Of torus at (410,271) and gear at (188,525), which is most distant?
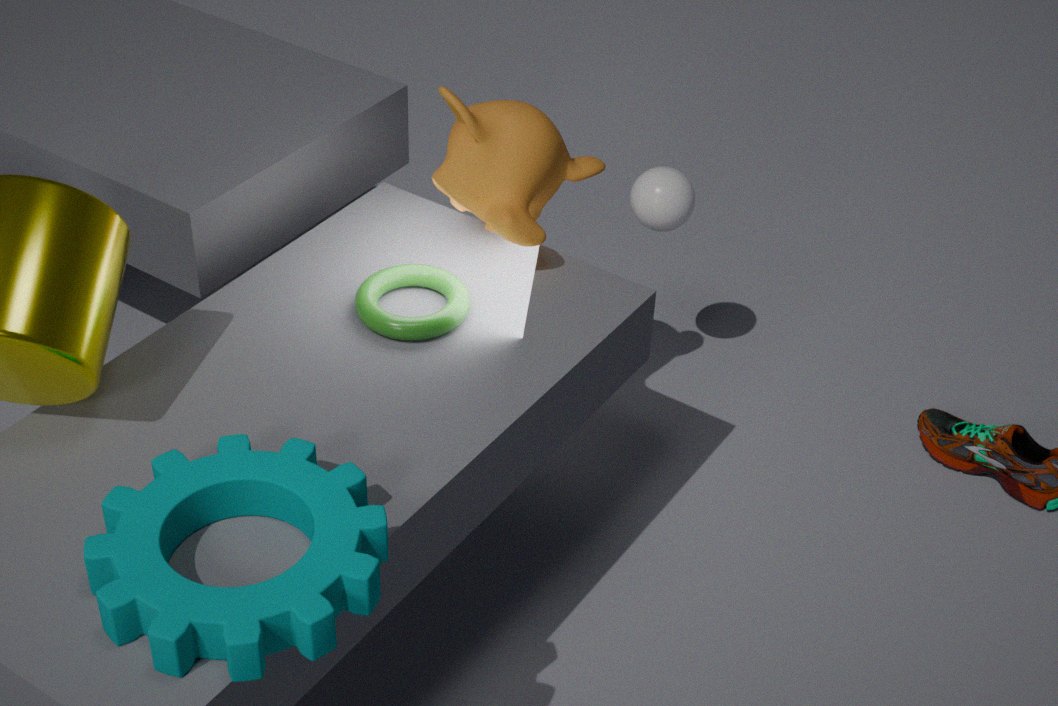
torus at (410,271)
